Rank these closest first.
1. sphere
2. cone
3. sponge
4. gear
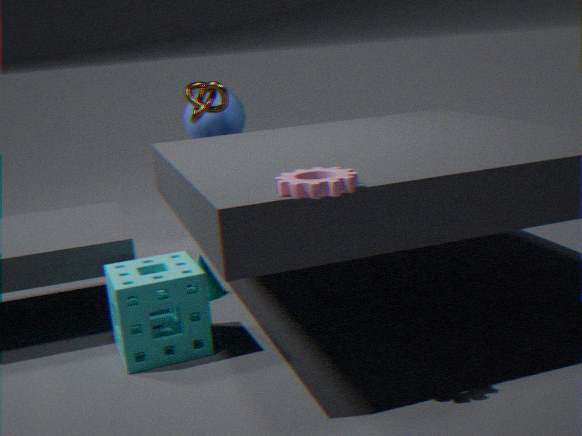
gear, sponge, cone, sphere
